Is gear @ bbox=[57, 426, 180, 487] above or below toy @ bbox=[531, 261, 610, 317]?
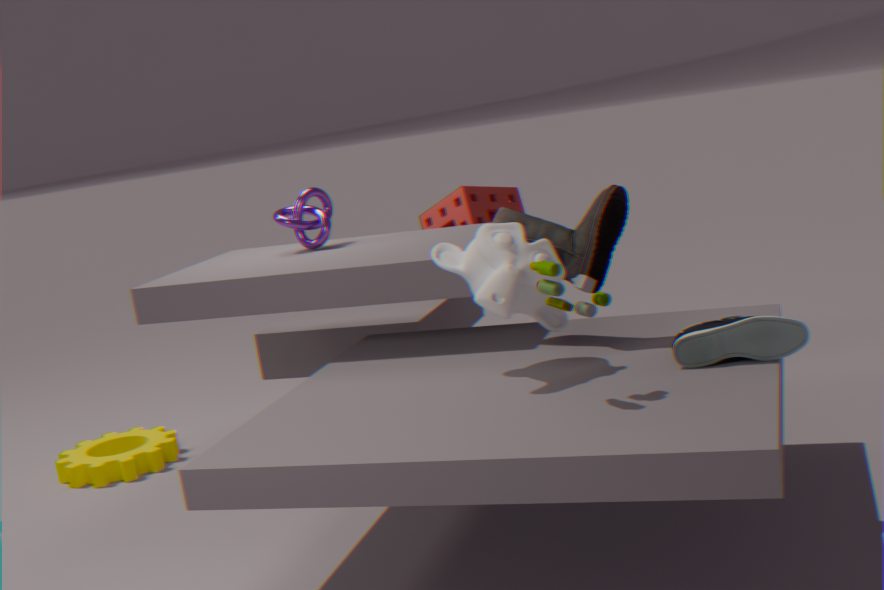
below
